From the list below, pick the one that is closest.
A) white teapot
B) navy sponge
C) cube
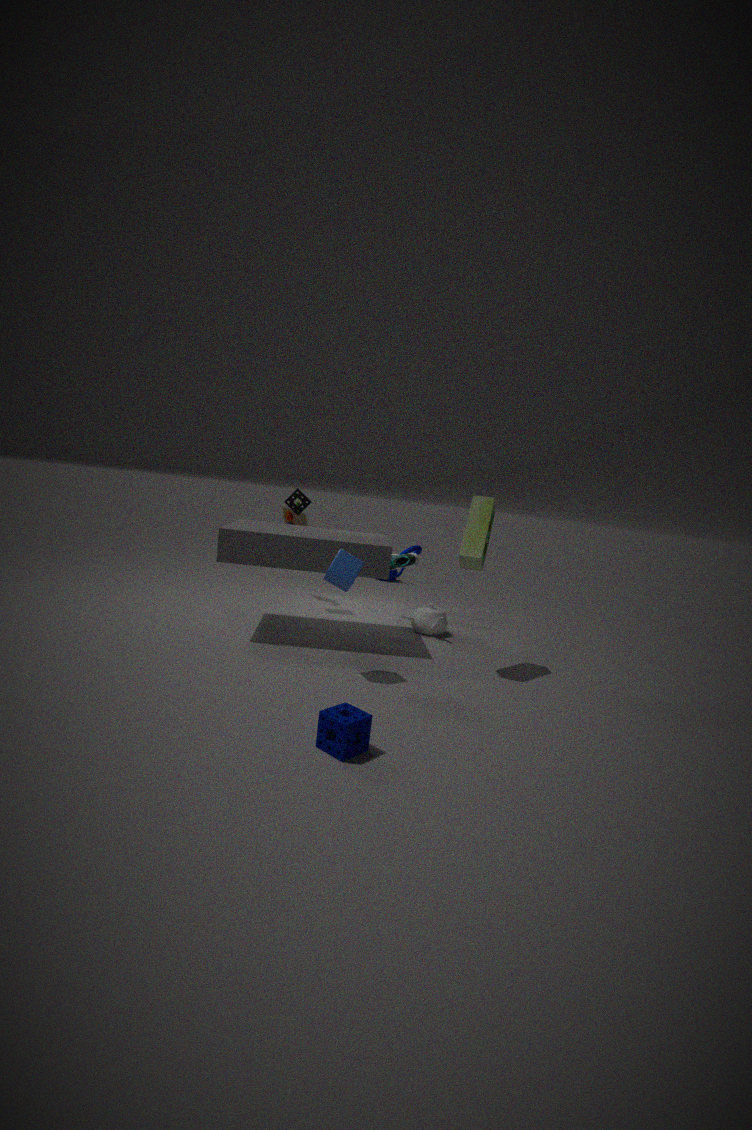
navy sponge
